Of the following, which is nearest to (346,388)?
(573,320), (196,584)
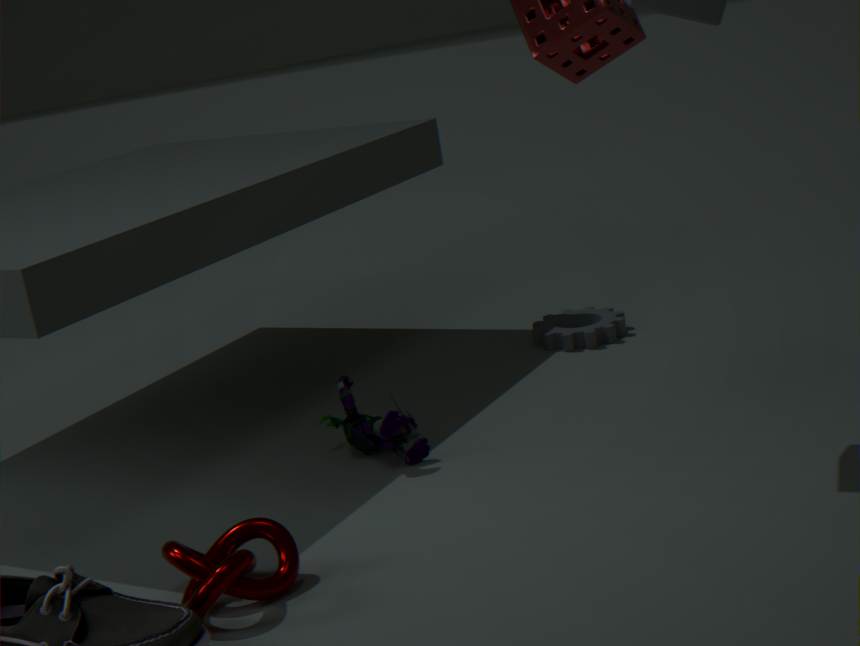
(196,584)
